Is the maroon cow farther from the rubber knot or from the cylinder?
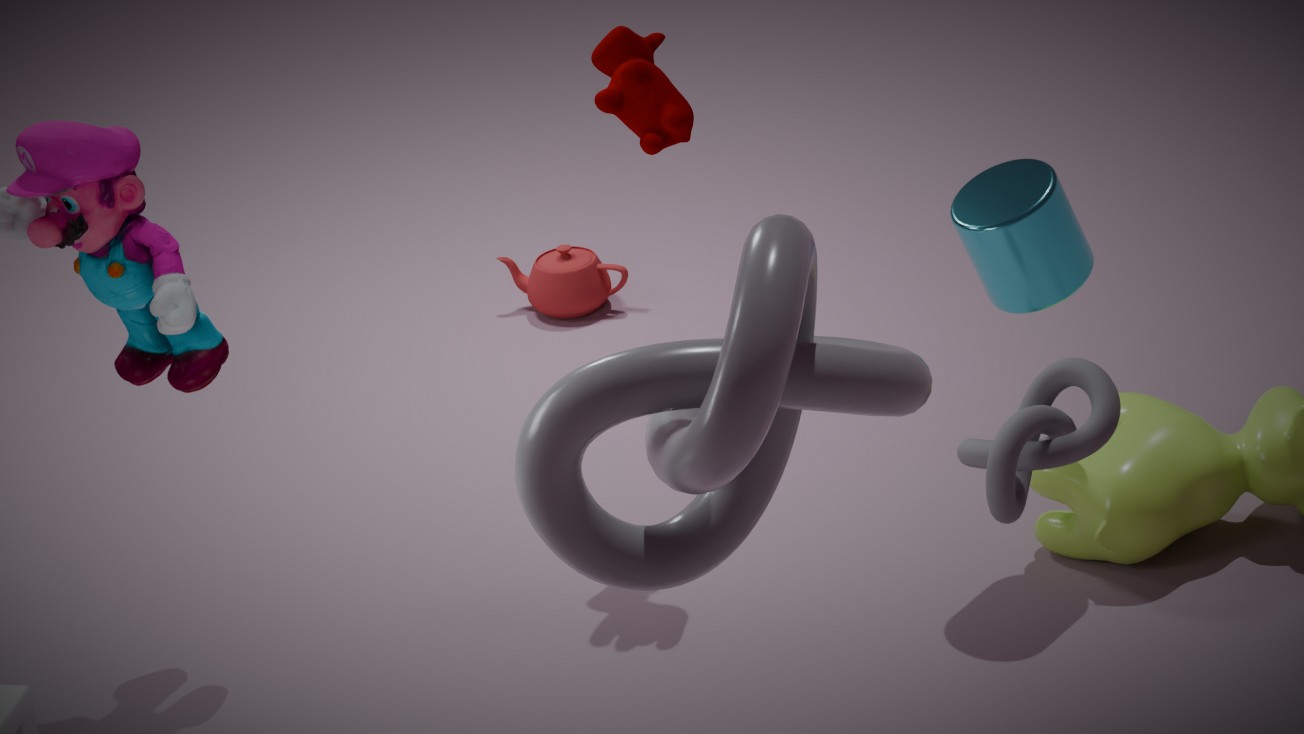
the rubber knot
